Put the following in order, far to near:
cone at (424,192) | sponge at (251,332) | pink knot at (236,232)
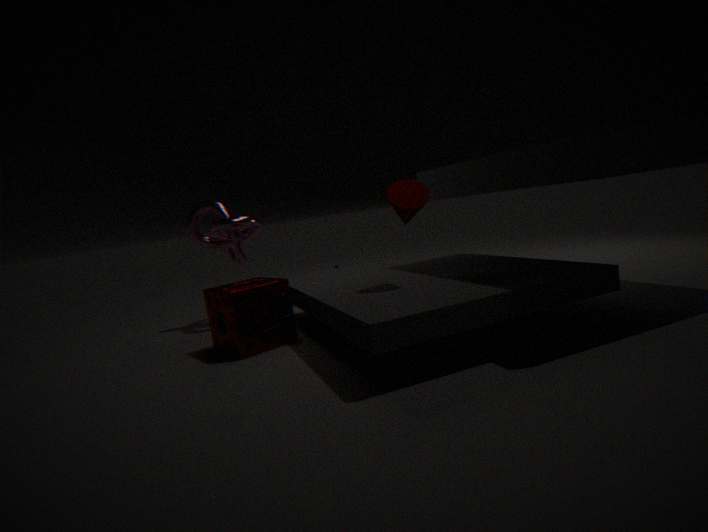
1. pink knot at (236,232)
2. sponge at (251,332)
3. cone at (424,192)
